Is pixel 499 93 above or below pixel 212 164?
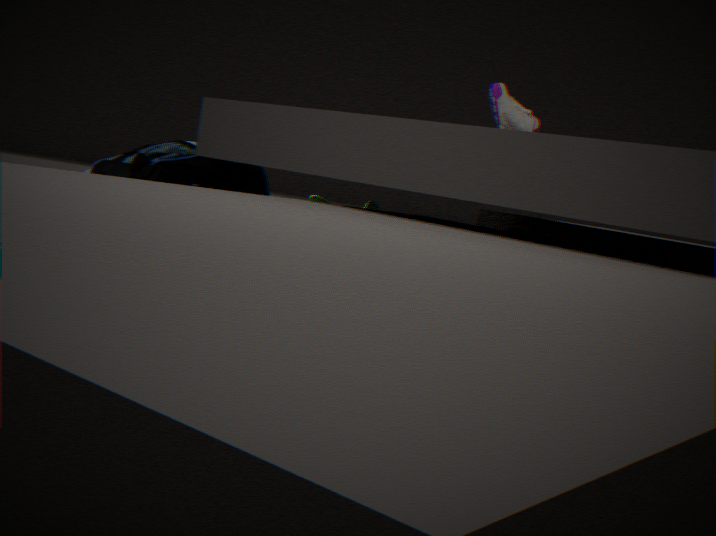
above
